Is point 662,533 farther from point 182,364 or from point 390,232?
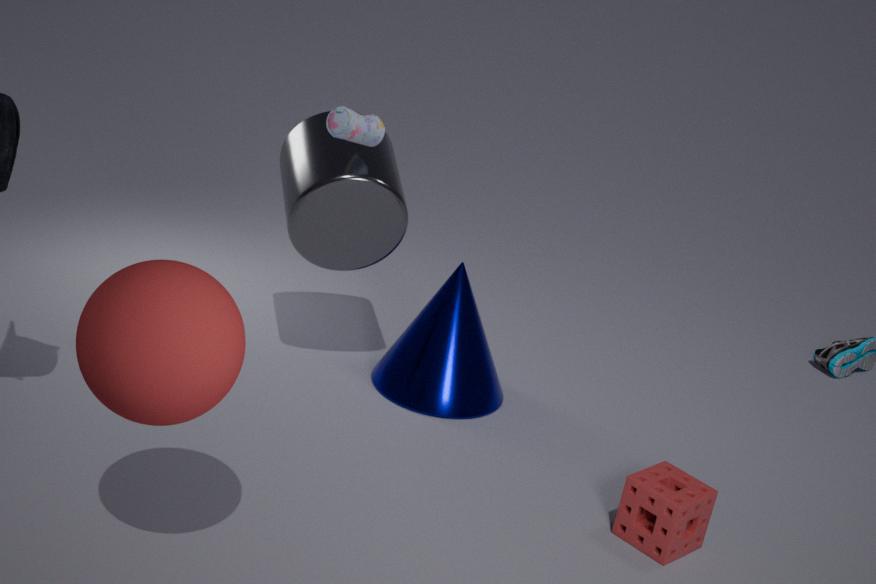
point 182,364
